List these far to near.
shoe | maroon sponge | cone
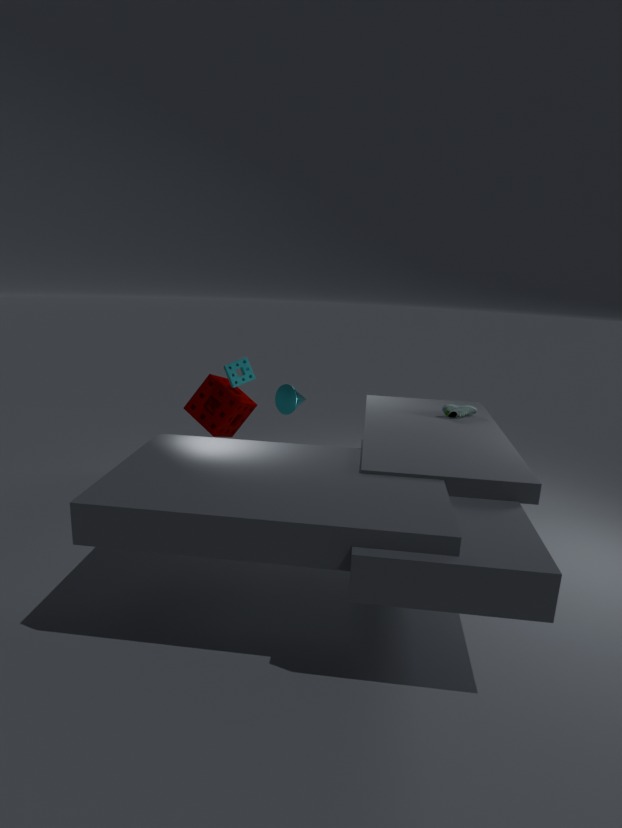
maroon sponge → shoe → cone
